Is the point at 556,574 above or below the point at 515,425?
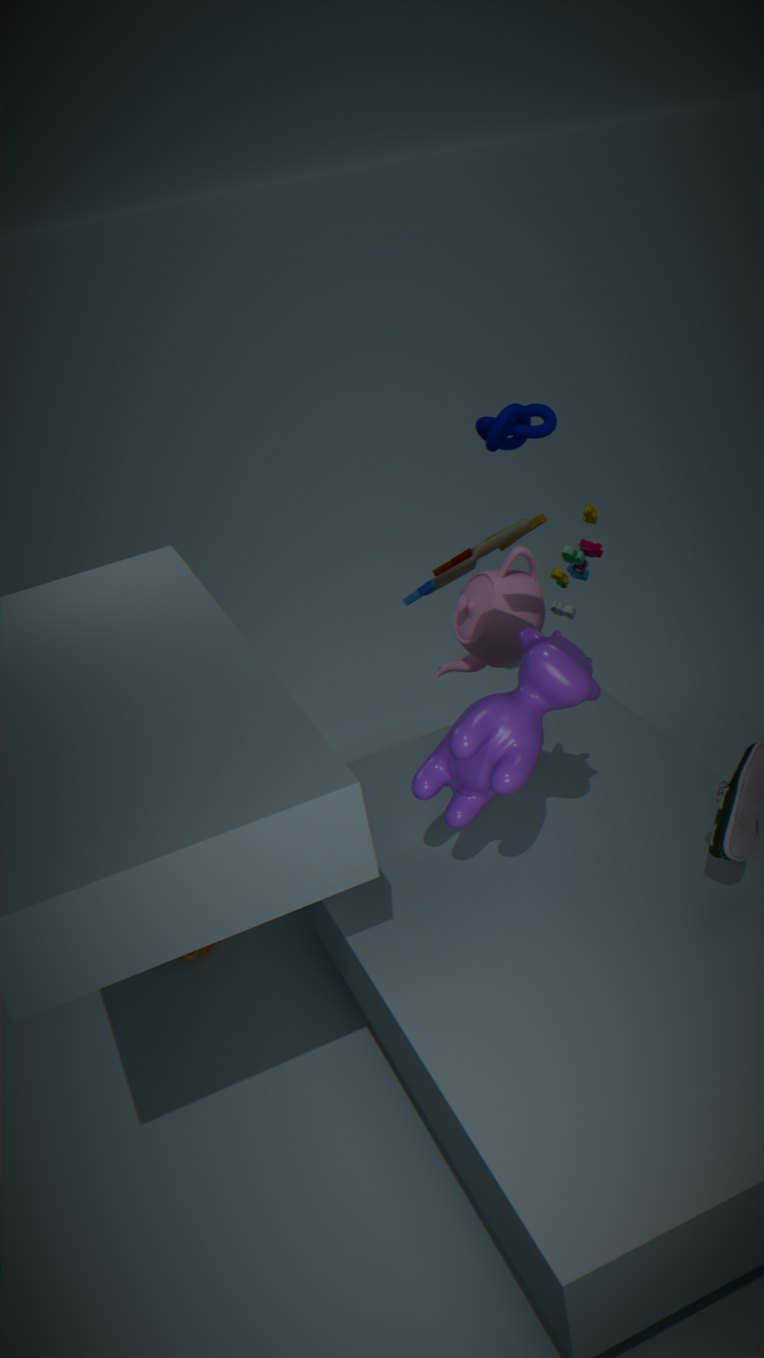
below
